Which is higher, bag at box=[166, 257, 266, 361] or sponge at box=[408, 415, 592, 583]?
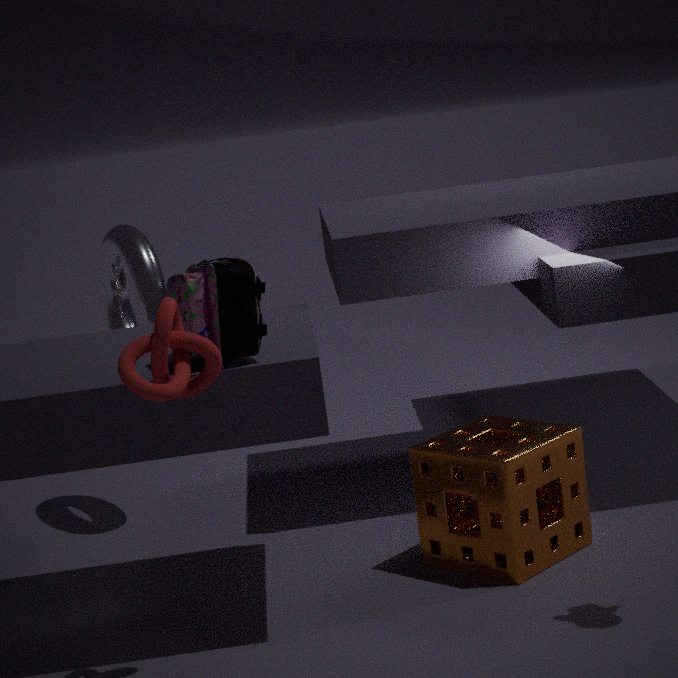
bag at box=[166, 257, 266, 361]
